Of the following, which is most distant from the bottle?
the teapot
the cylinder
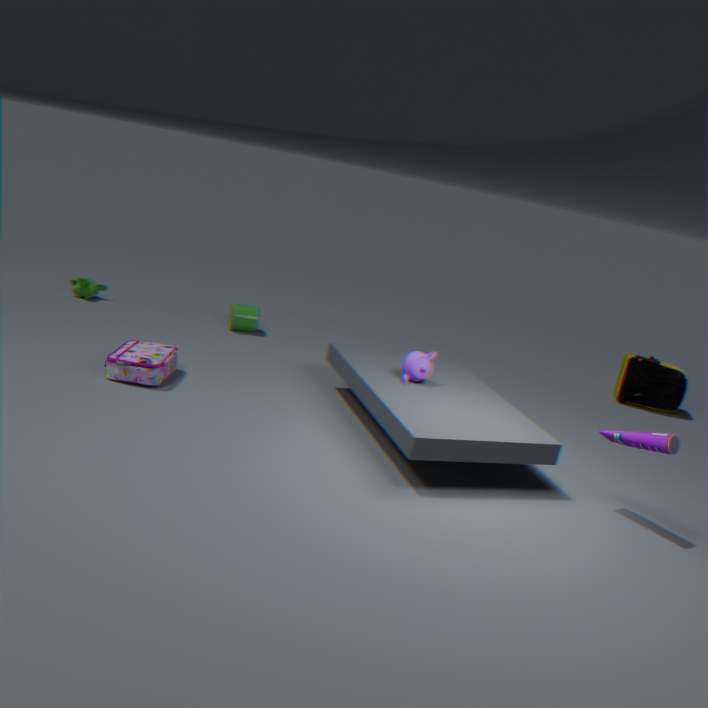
the cylinder
